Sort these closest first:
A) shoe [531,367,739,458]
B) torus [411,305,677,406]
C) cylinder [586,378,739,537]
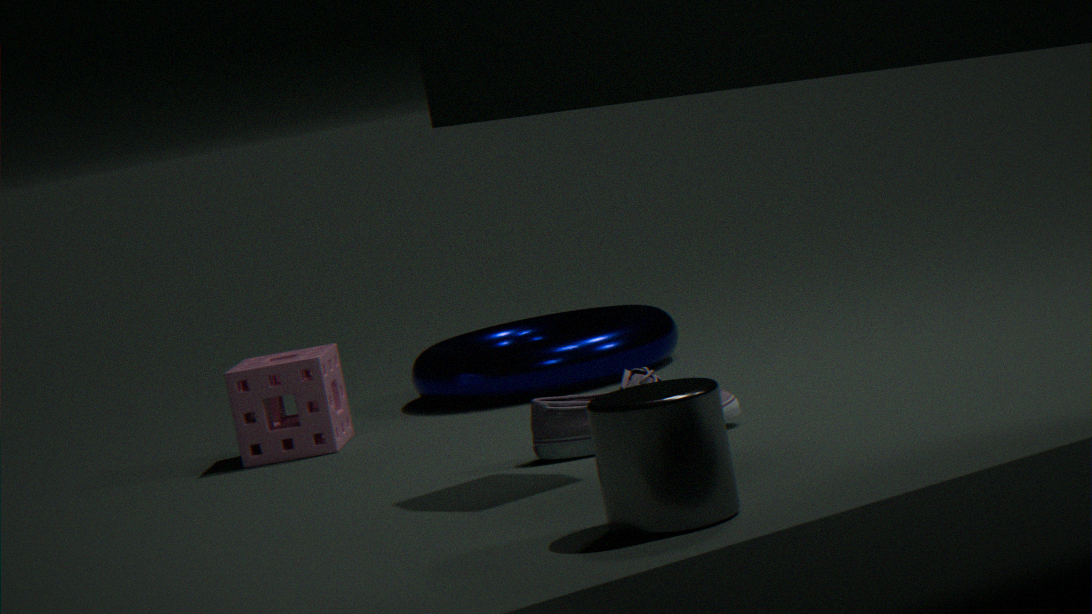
1. cylinder [586,378,739,537]
2. shoe [531,367,739,458]
3. torus [411,305,677,406]
